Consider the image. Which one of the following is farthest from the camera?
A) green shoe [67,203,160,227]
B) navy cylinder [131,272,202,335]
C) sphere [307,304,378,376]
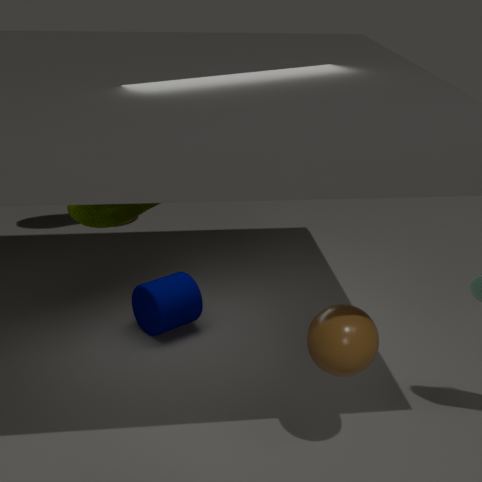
navy cylinder [131,272,202,335]
